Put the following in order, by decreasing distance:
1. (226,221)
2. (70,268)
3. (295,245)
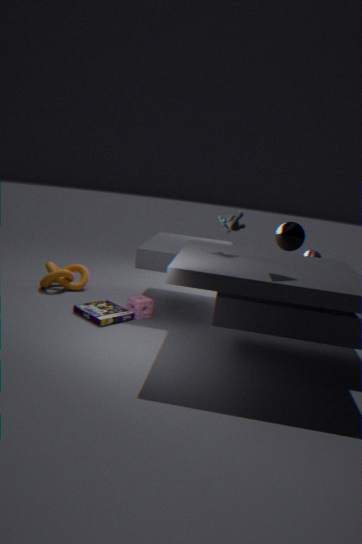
(70,268) < (226,221) < (295,245)
